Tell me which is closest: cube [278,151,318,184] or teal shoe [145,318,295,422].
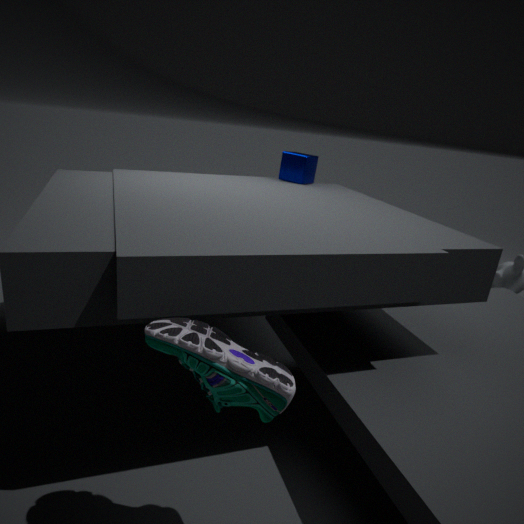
teal shoe [145,318,295,422]
